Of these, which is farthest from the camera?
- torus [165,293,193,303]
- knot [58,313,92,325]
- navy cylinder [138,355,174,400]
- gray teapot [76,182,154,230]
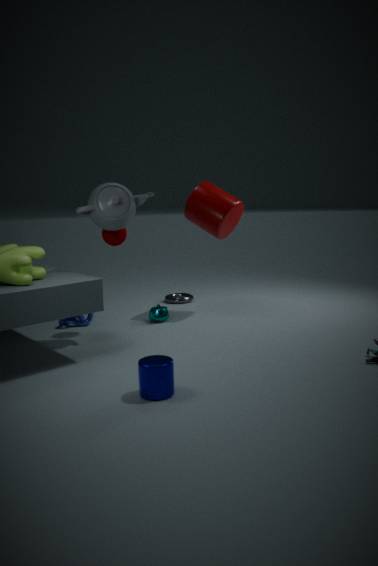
torus [165,293,193,303]
